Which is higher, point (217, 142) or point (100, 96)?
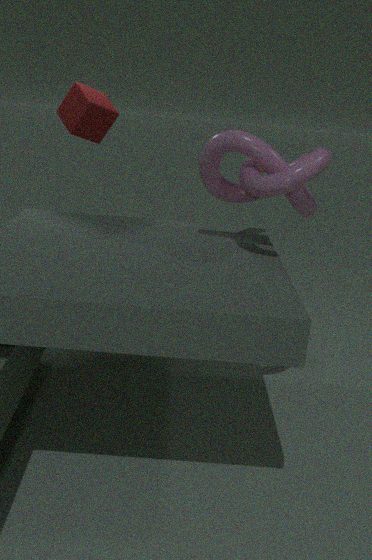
point (100, 96)
